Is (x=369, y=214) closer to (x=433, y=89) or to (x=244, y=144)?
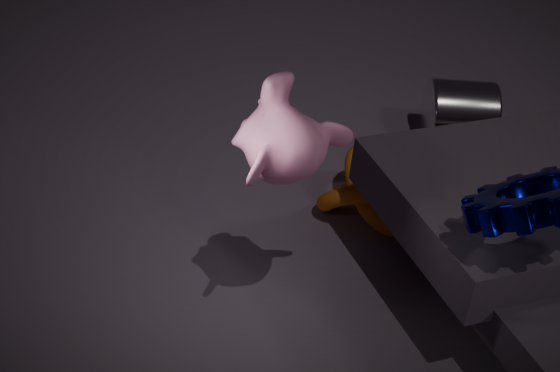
(x=433, y=89)
